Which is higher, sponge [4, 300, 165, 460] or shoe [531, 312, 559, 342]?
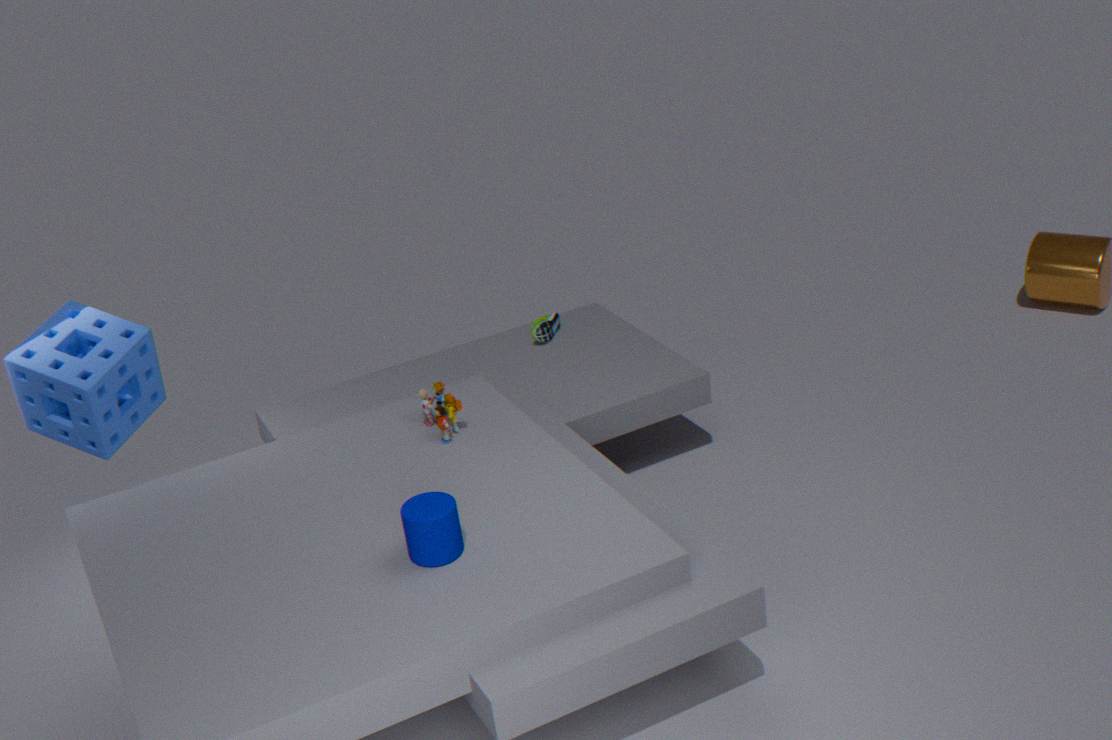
sponge [4, 300, 165, 460]
